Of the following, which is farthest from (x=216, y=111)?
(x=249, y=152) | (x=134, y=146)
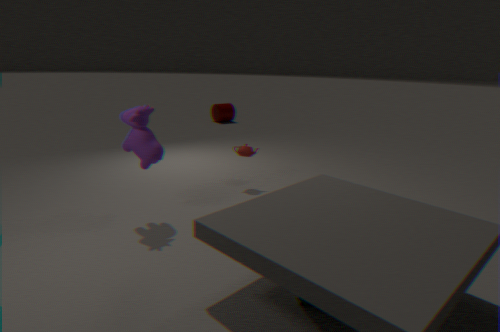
(x=134, y=146)
